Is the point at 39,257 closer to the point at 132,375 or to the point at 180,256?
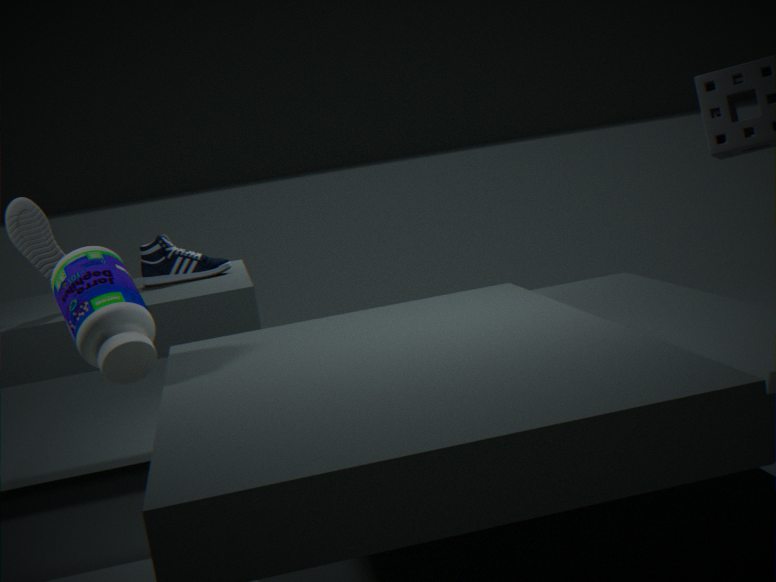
the point at 180,256
